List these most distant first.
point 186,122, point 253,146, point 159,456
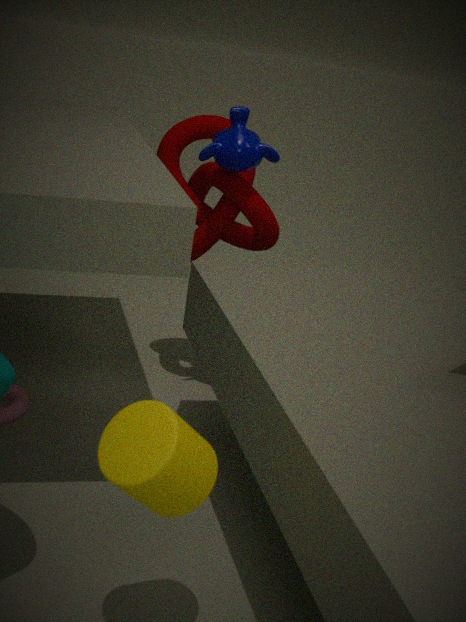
point 186,122 < point 253,146 < point 159,456
